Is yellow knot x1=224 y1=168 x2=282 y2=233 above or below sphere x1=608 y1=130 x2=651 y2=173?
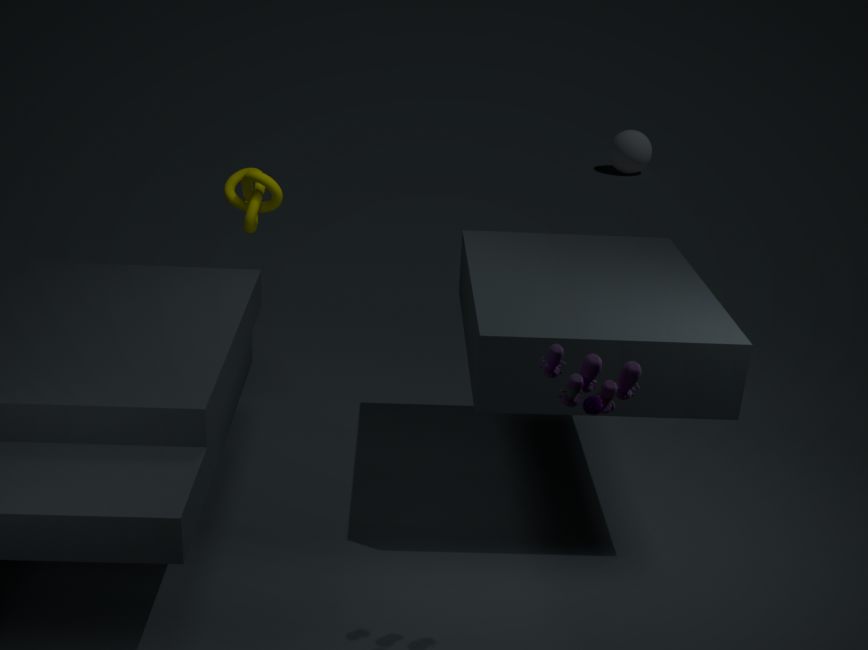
above
